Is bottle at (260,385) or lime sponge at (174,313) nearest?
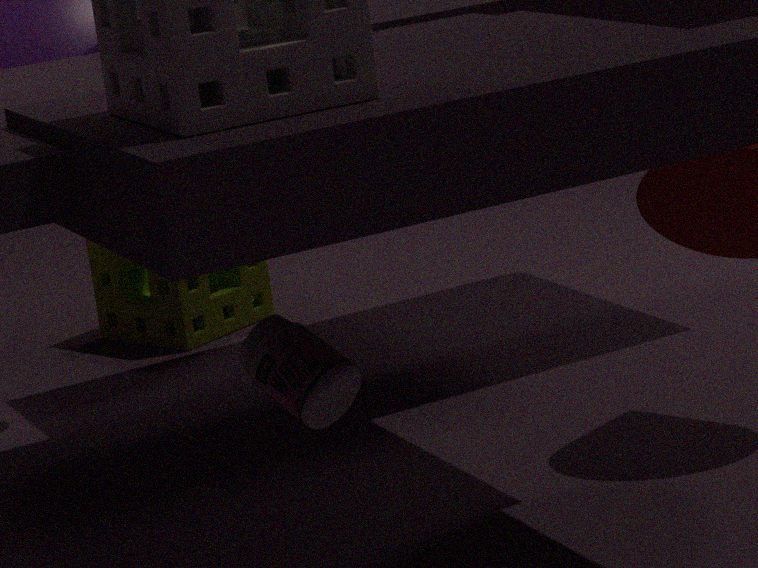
bottle at (260,385)
